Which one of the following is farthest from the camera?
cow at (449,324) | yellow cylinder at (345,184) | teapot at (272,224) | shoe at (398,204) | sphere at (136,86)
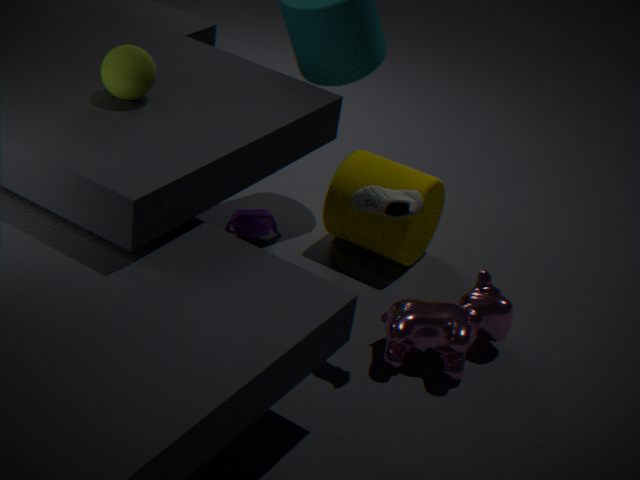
teapot at (272,224)
